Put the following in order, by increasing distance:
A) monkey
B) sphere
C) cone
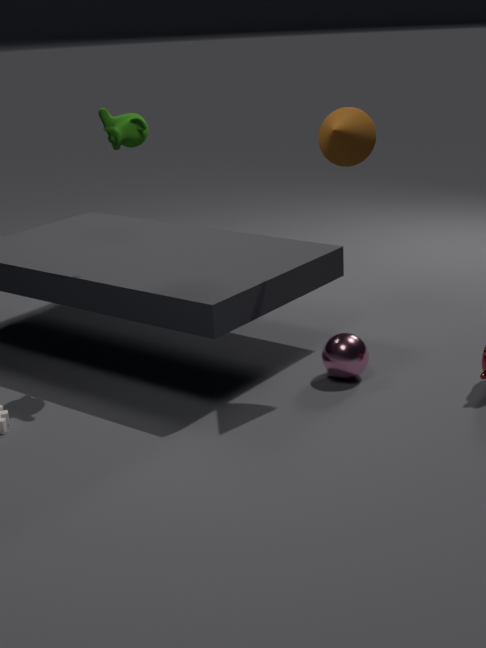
cone
monkey
sphere
